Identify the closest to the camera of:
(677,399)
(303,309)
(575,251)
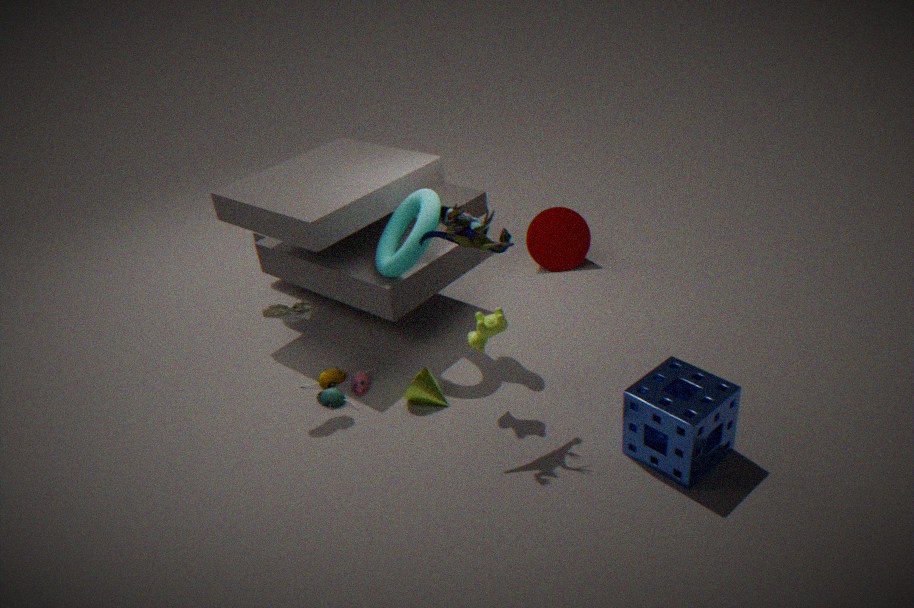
(677,399)
